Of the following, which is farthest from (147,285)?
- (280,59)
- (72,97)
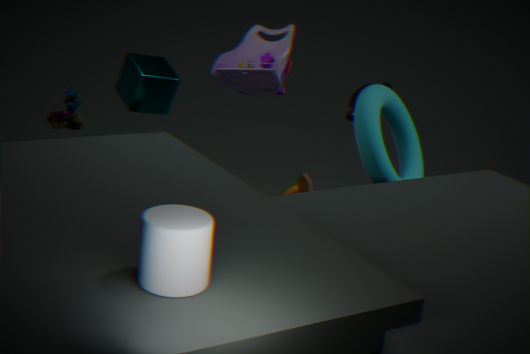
(72,97)
